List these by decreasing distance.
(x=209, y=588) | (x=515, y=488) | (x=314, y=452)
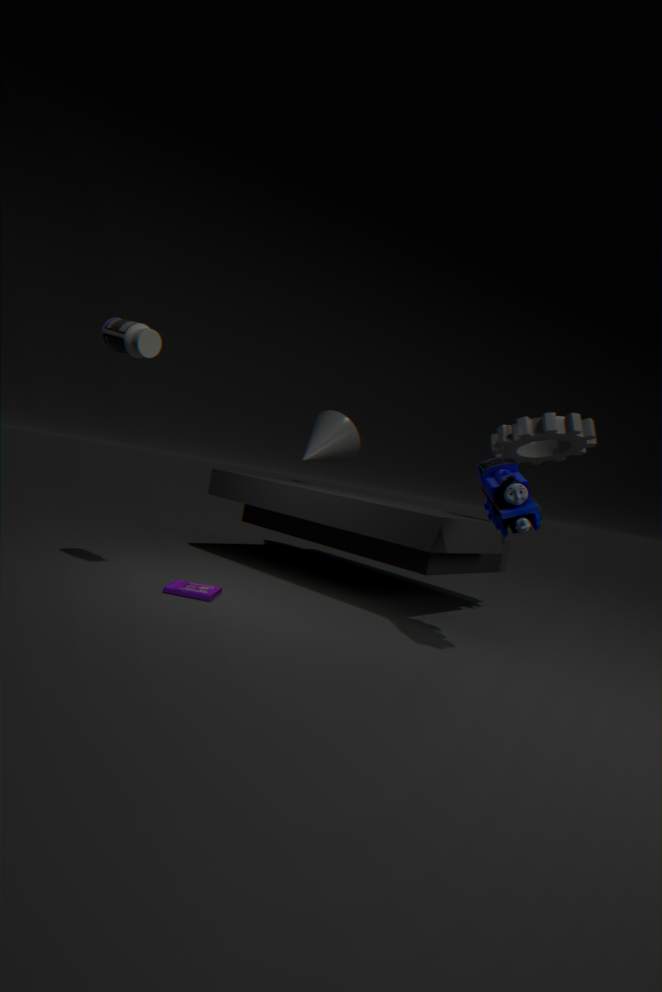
(x=314, y=452), (x=209, y=588), (x=515, y=488)
